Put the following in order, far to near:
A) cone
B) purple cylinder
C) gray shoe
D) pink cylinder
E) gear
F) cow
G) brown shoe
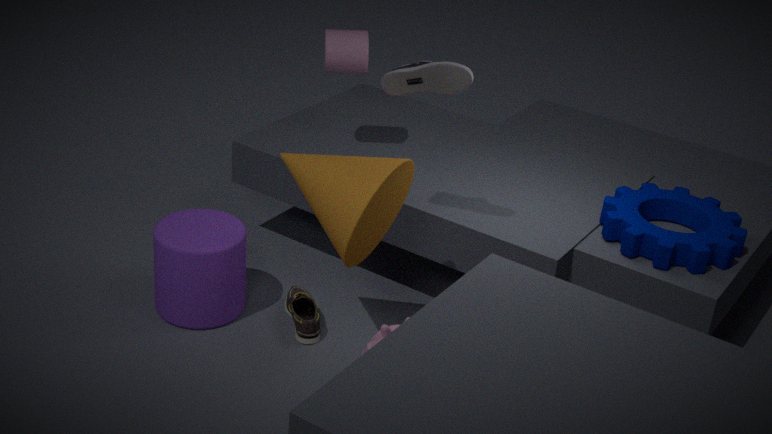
pink cylinder → brown shoe → purple cylinder → gear → gray shoe → cone → cow
